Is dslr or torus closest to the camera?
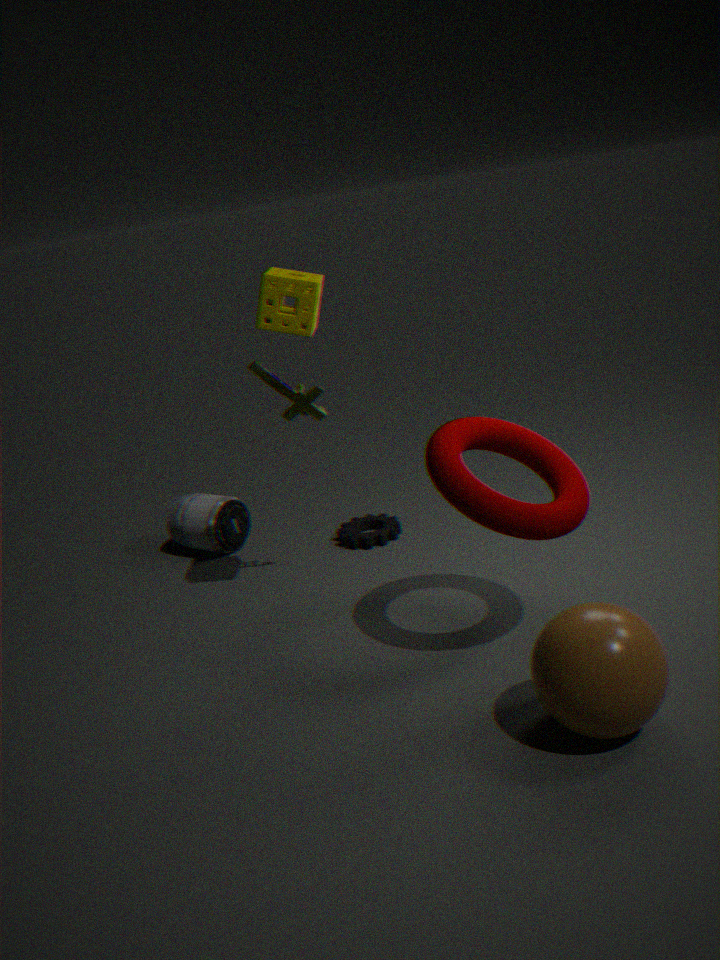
torus
